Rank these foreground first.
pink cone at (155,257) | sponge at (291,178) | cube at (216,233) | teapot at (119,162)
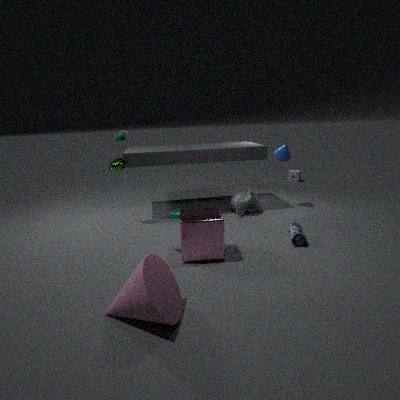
pink cone at (155,257) < cube at (216,233) < teapot at (119,162) < sponge at (291,178)
